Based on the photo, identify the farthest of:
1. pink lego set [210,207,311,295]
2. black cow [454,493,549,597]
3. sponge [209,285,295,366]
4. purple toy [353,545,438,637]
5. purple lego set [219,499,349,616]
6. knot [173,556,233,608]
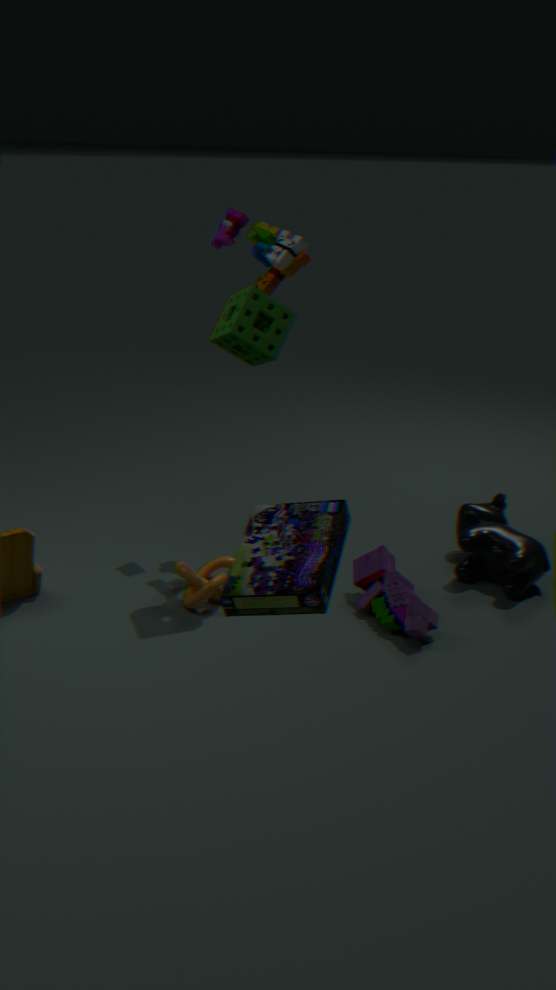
black cow [454,493,549,597]
